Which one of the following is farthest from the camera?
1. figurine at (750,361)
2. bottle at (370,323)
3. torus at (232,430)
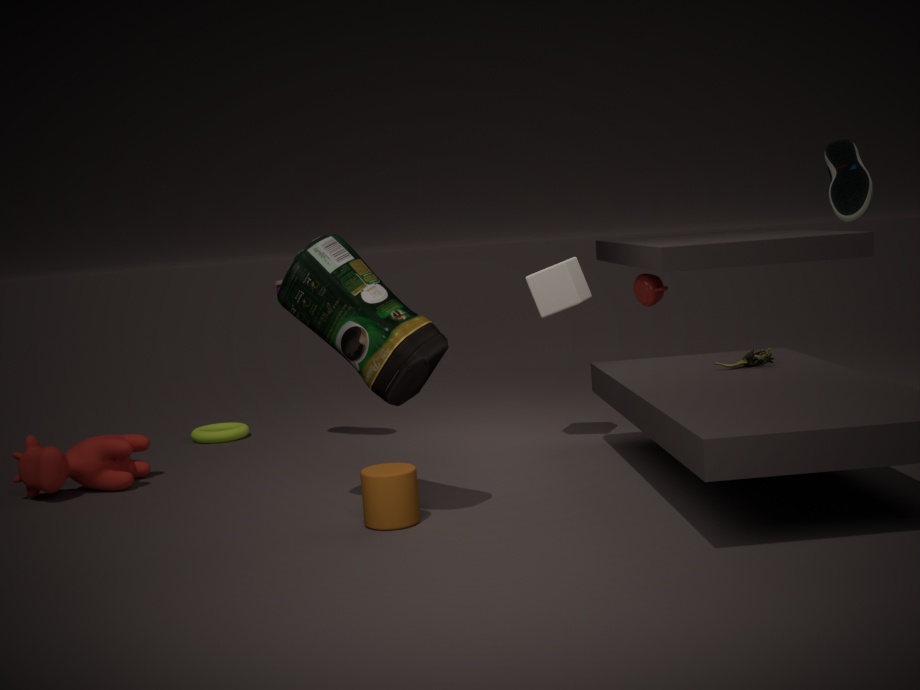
torus at (232,430)
